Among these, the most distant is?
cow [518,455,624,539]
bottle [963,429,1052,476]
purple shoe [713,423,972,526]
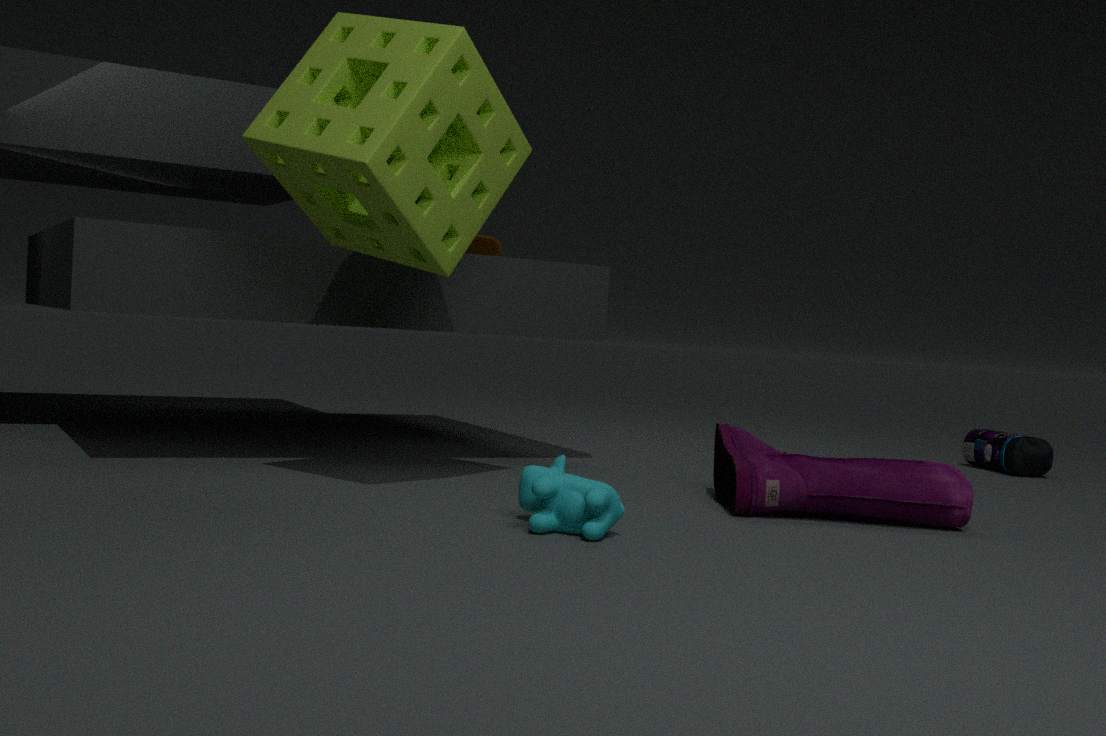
bottle [963,429,1052,476]
